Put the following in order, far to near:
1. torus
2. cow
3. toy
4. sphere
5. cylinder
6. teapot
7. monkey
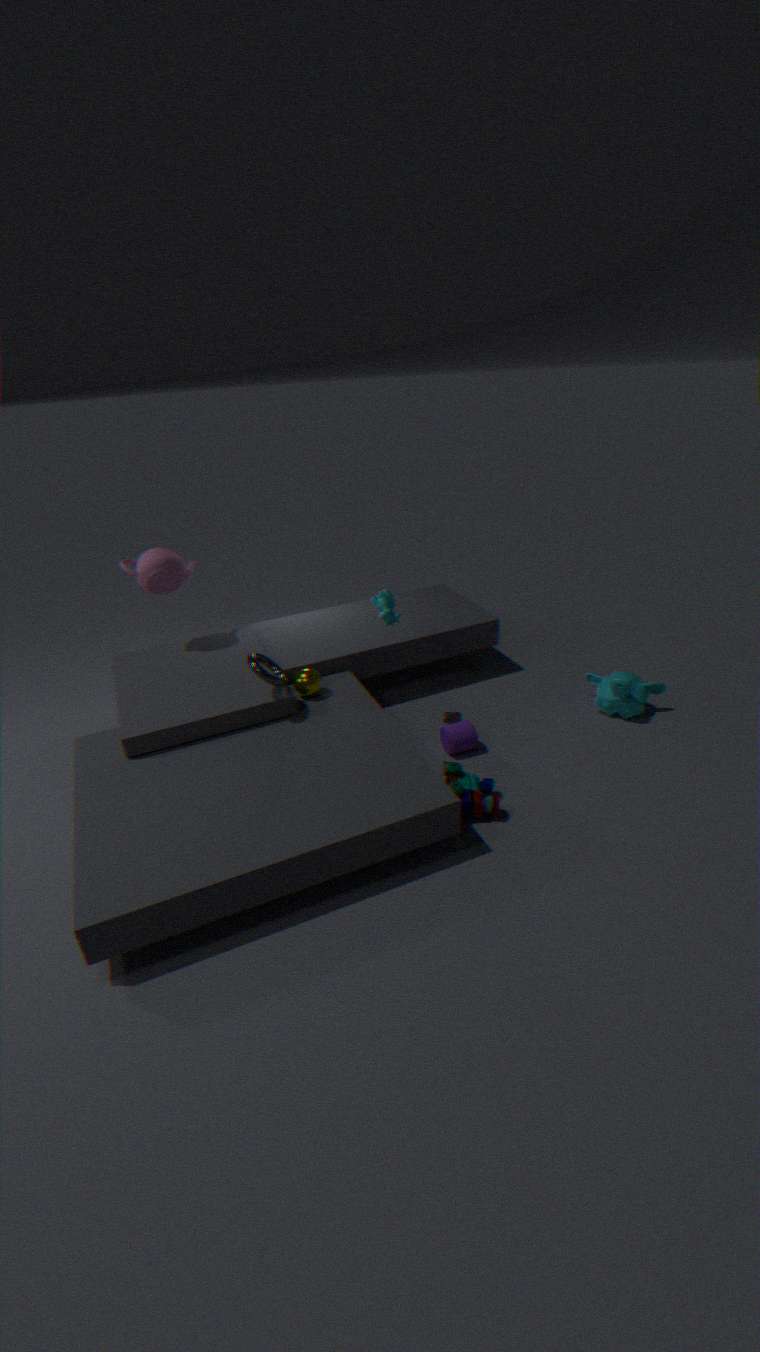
teapot → monkey → sphere → cylinder → cow → torus → toy
